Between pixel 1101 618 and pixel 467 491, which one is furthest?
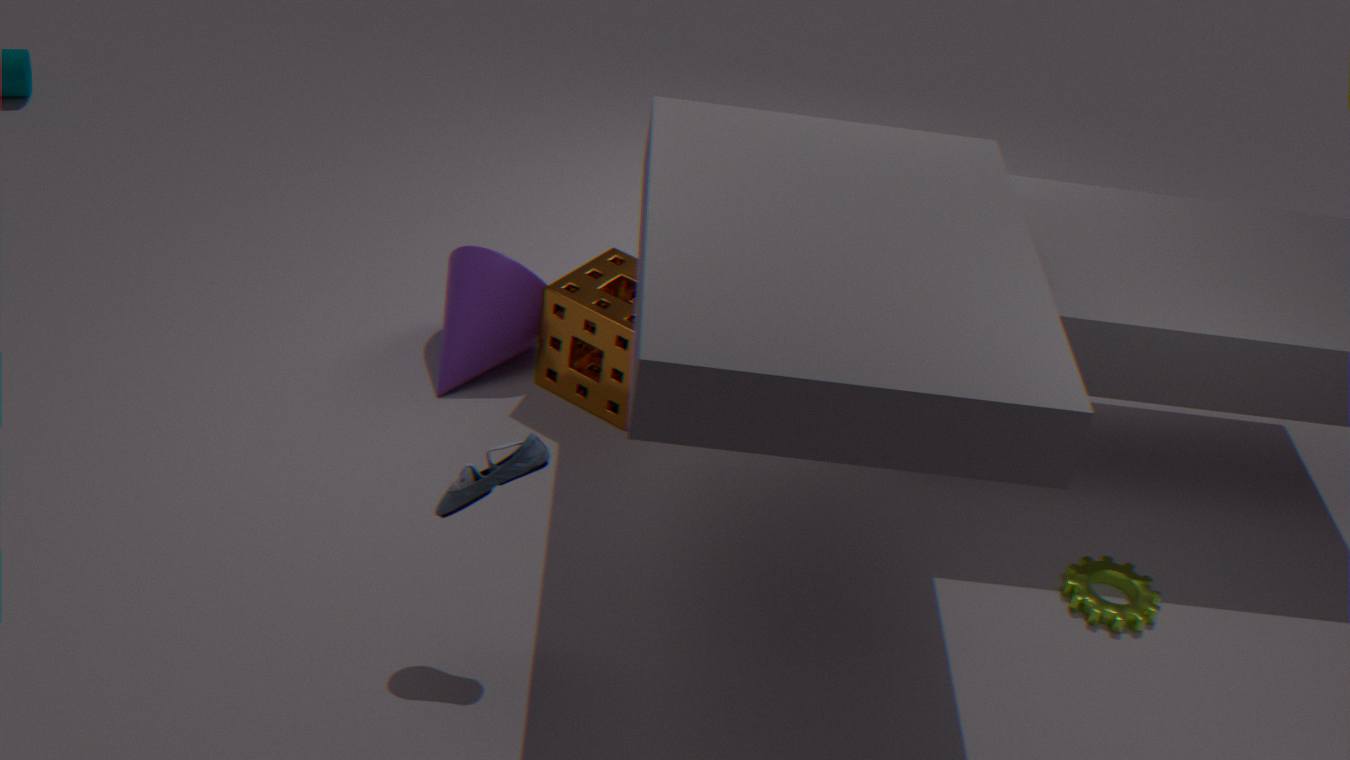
pixel 1101 618
